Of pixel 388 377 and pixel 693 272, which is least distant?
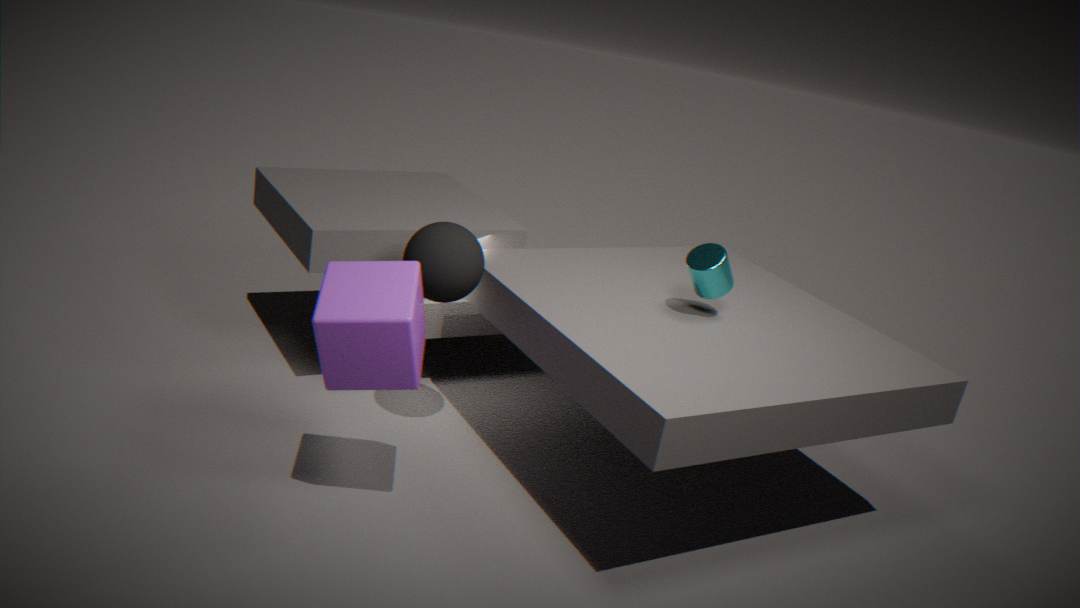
pixel 388 377
